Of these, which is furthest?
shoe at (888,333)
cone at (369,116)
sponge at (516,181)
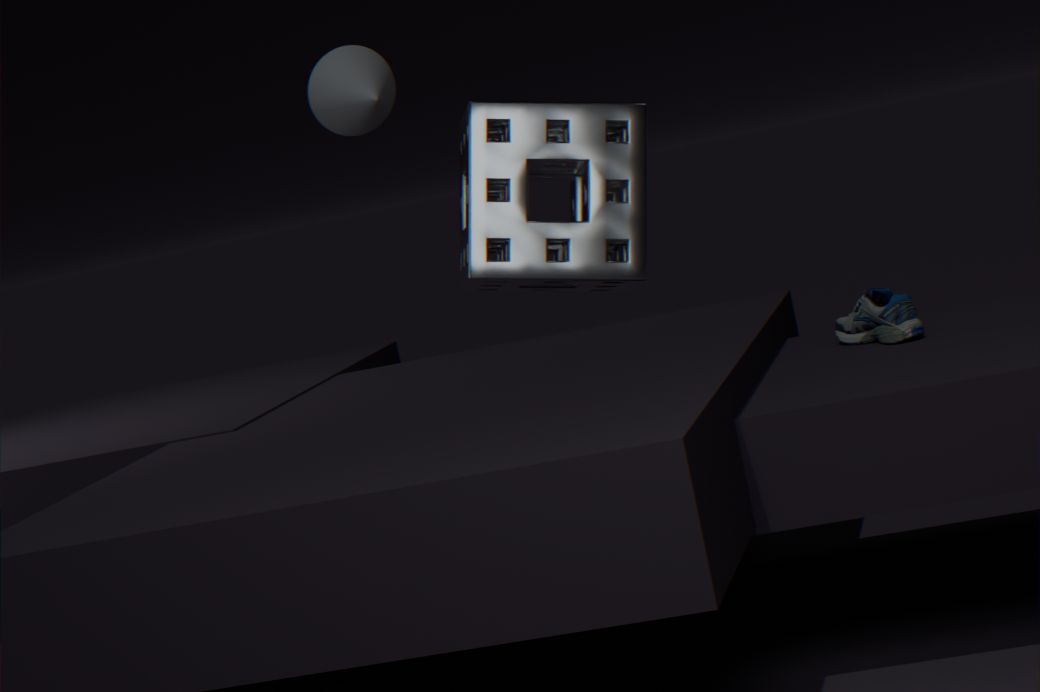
cone at (369,116)
